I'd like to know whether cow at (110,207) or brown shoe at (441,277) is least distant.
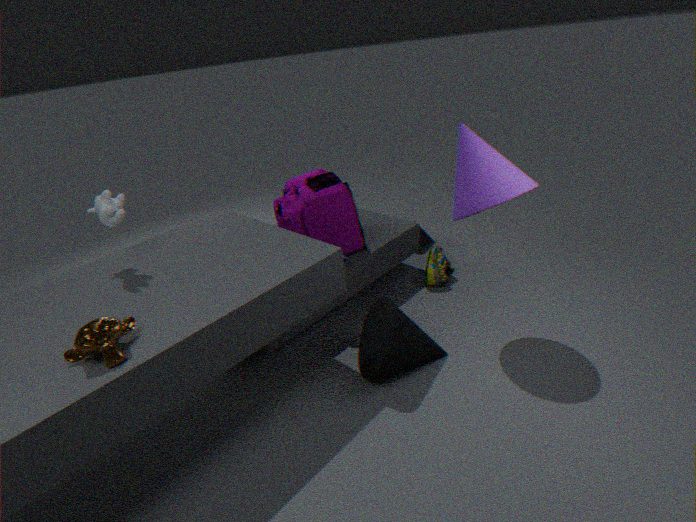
cow at (110,207)
